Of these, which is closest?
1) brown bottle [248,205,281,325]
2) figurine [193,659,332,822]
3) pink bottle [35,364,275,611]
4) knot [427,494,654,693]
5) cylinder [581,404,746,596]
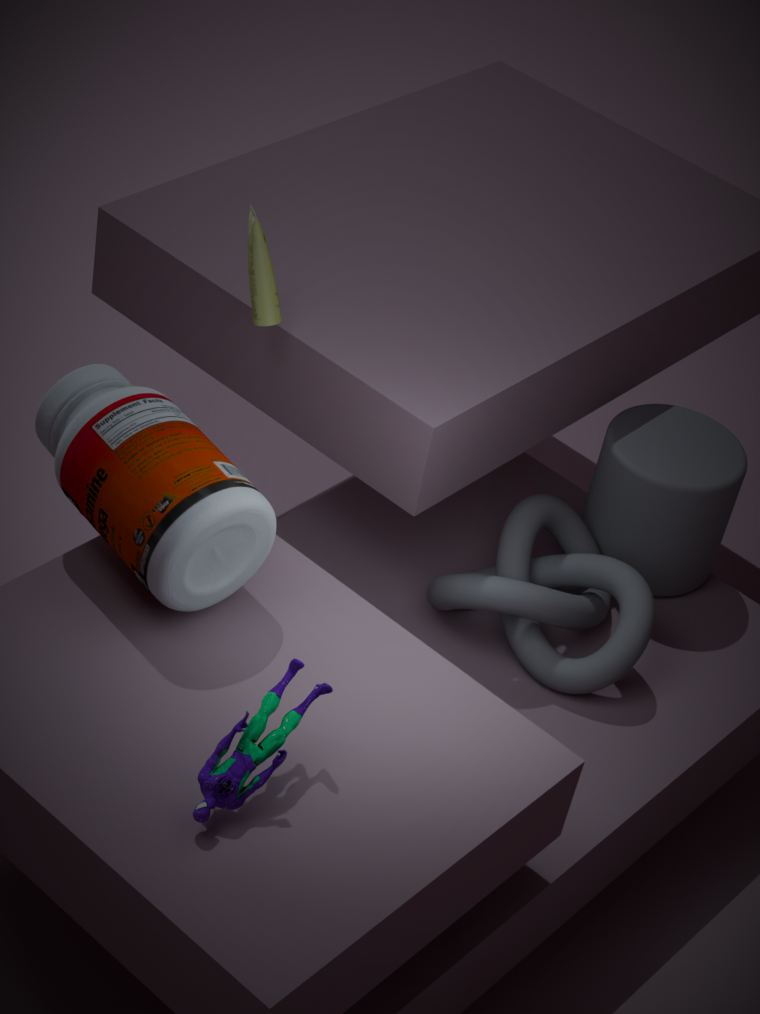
2. figurine [193,659,332,822]
